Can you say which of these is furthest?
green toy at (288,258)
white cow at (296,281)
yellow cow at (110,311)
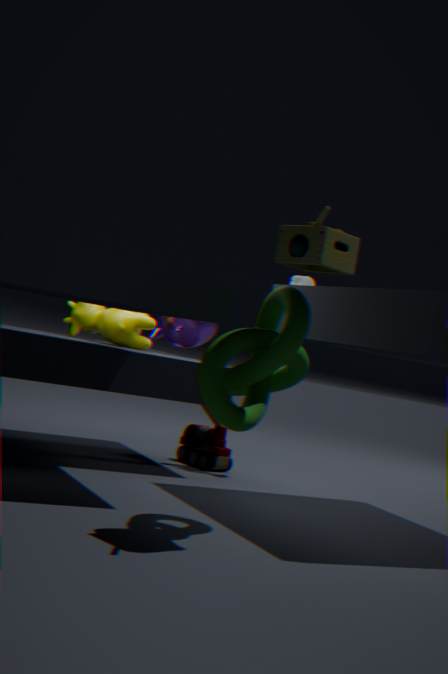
white cow at (296,281)
